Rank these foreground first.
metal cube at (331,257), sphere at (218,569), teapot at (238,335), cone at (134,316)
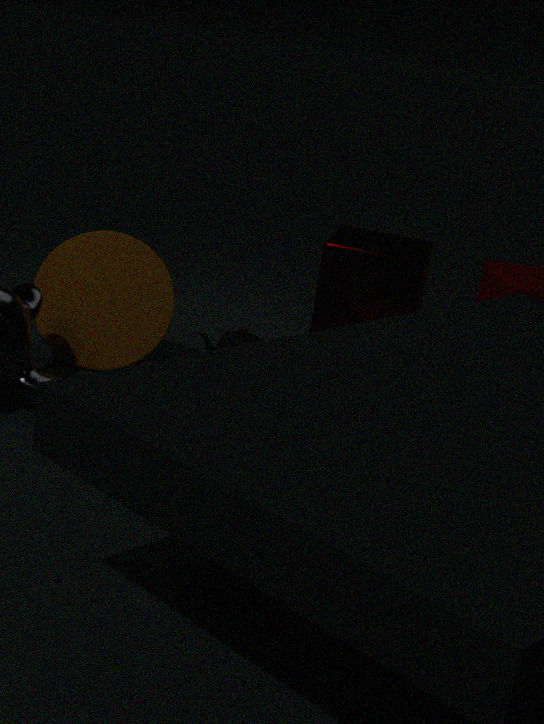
sphere at (218,569), cone at (134,316), teapot at (238,335), metal cube at (331,257)
